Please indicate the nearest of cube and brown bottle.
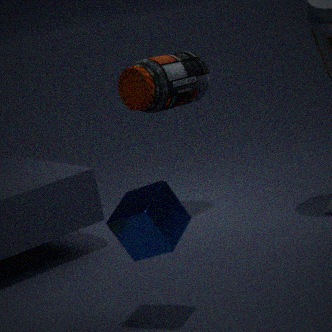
cube
